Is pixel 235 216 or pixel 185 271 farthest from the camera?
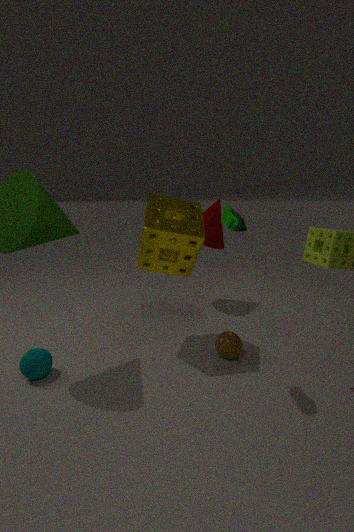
pixel 185 271
